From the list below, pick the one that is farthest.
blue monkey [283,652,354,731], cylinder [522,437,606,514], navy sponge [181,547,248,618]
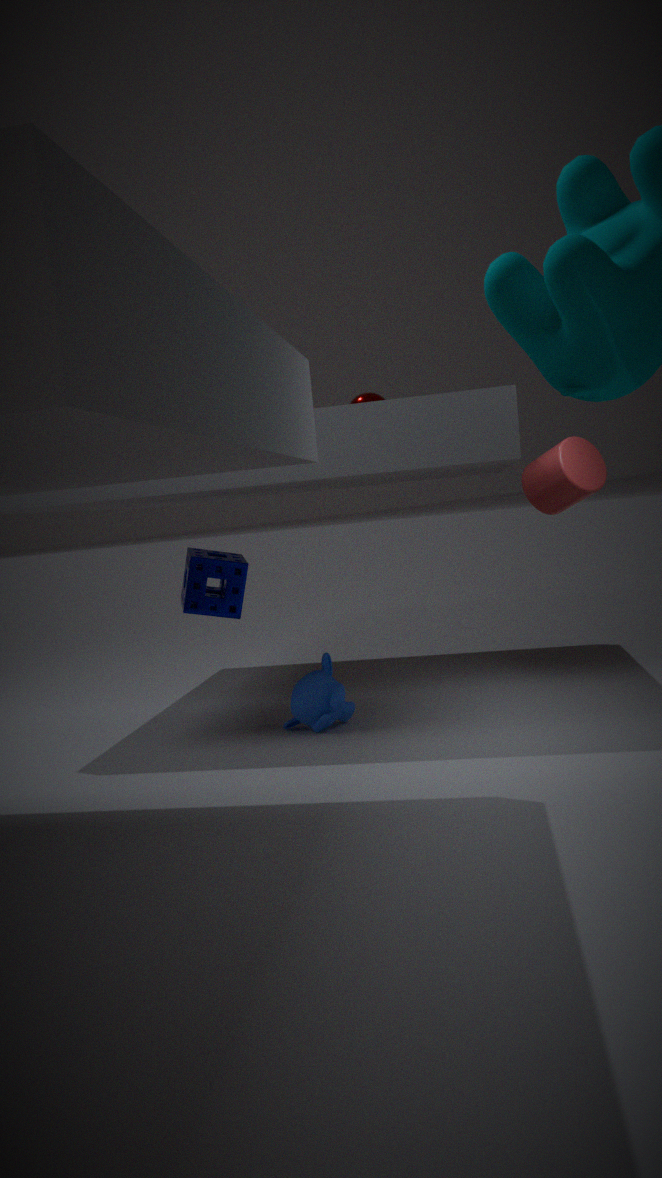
navy sponge [181,547,248,618]
